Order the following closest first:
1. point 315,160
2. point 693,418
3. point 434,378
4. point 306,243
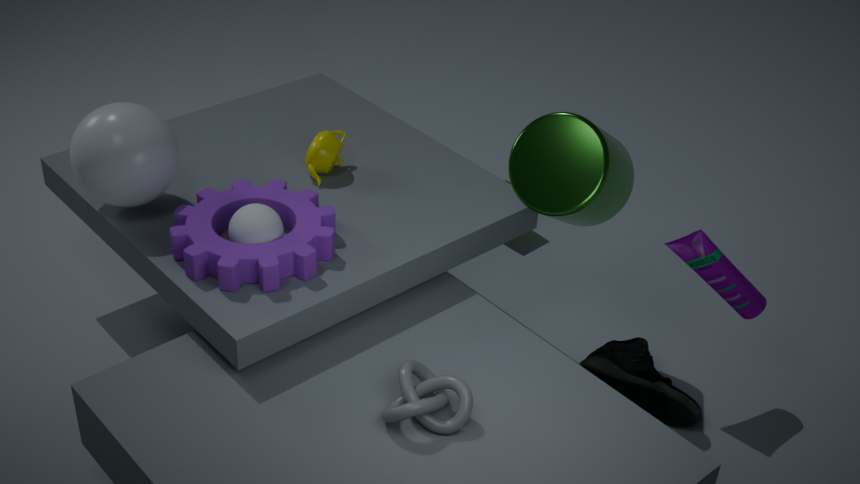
point 434,378 < point 306,243 < point 693,418 < point 315,160
